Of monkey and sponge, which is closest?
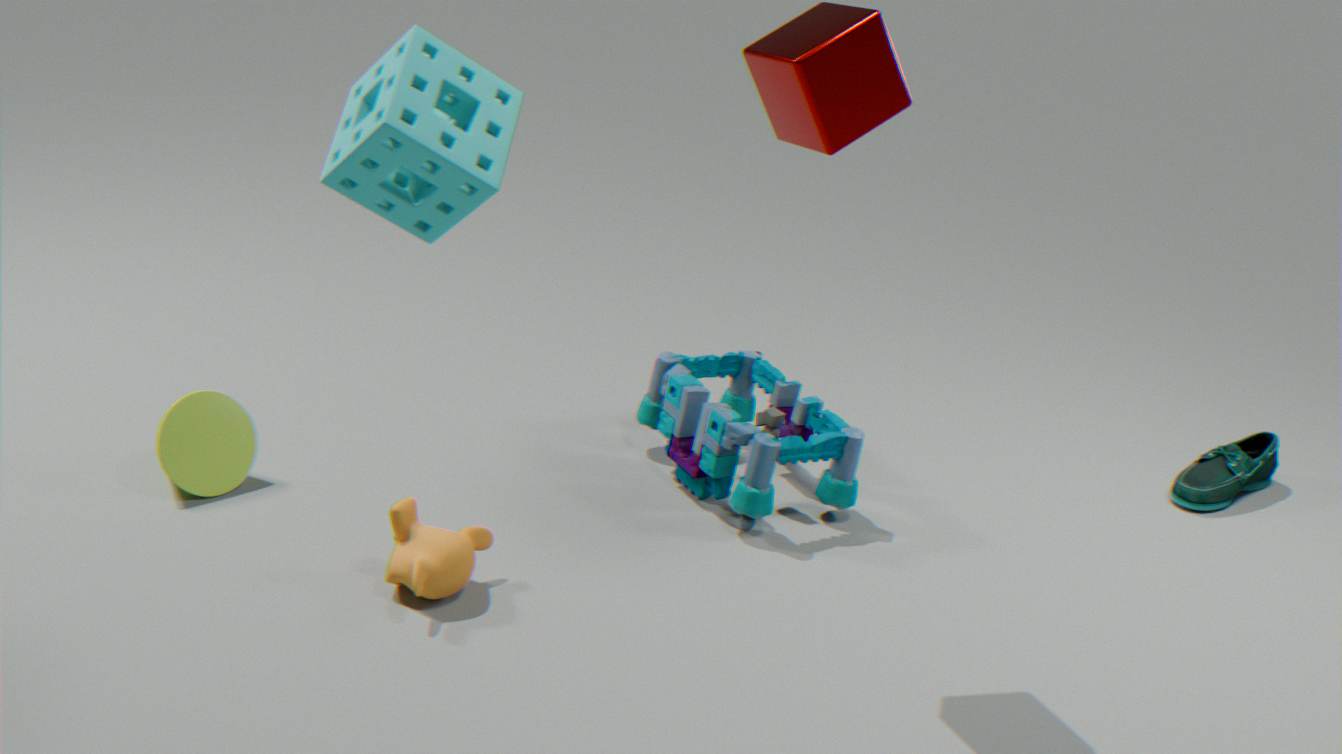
sponge
